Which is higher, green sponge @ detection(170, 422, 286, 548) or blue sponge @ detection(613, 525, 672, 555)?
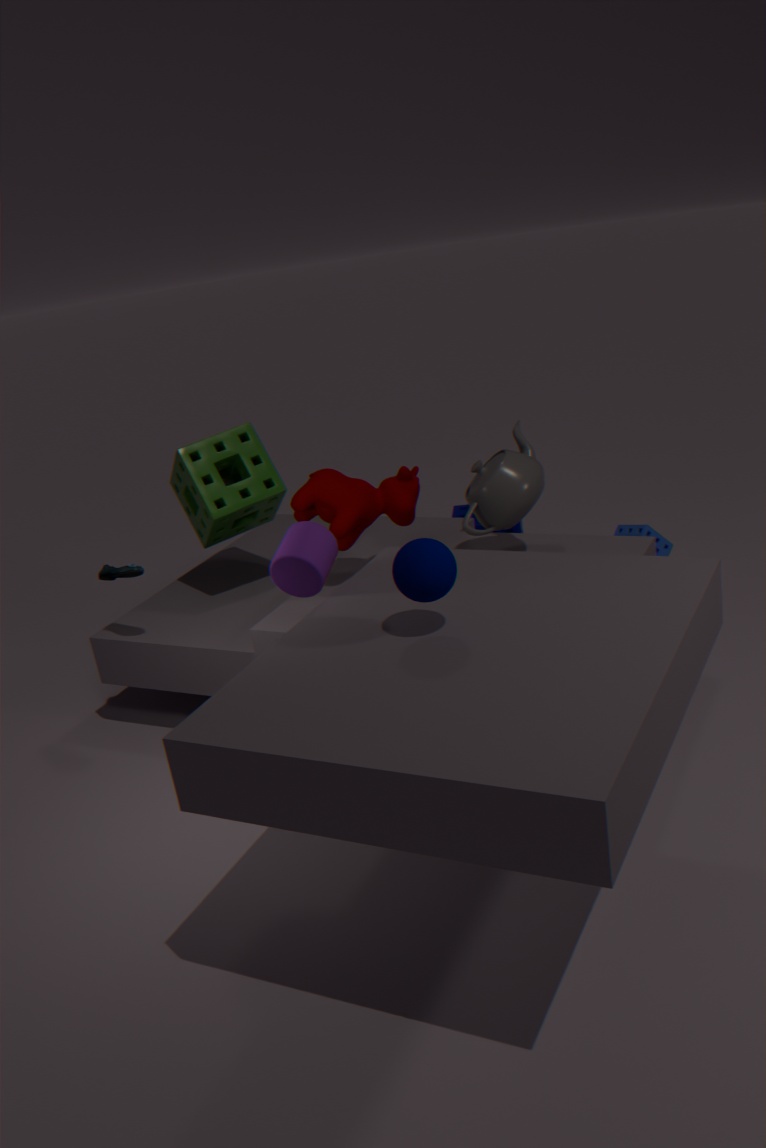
green sponge @ detection(170, 422, 286, 548)
